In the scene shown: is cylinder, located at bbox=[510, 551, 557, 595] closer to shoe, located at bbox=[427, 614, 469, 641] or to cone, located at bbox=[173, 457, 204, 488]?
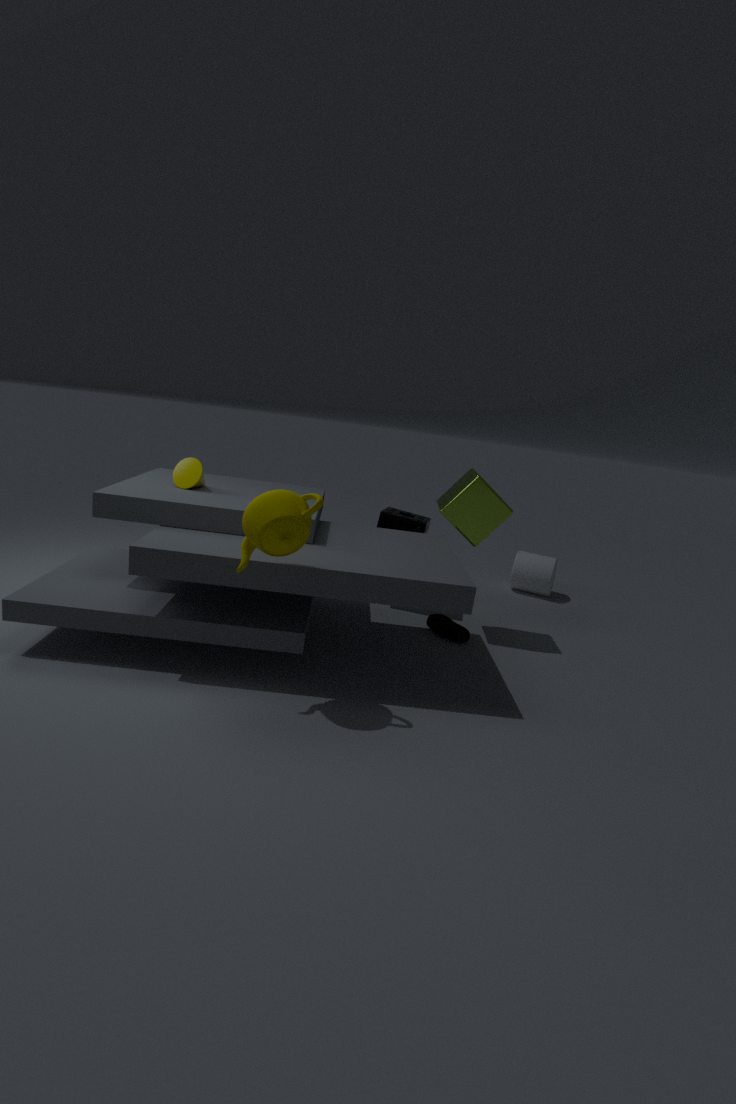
shoe, located at bbox=[427, 614, 469, 641]
